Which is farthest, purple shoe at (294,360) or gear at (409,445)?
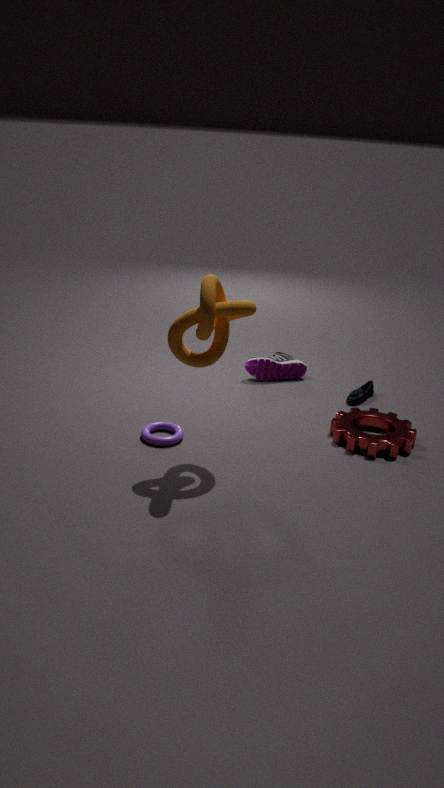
purple shoe at (294,360)
